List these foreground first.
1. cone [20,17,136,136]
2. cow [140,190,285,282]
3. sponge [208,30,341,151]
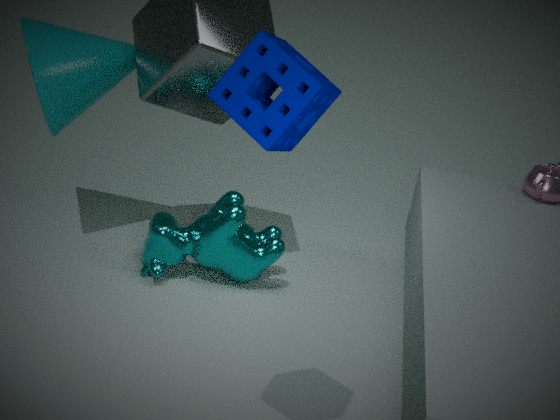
sponge [208,30,341,151] → cone [20,17,136,136] → cow [140,190,285,282]
